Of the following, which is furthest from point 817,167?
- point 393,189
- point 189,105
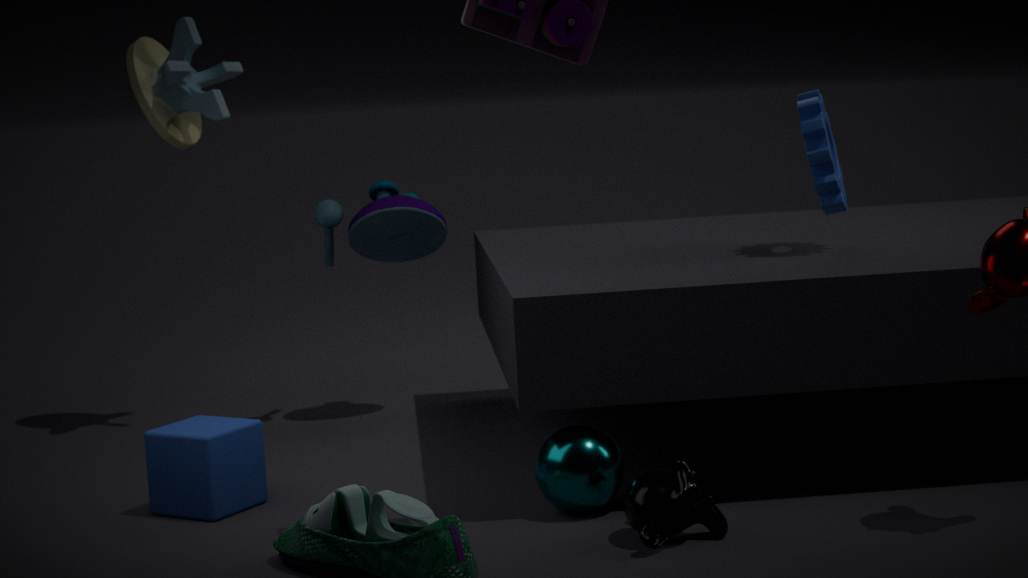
point 189,105
